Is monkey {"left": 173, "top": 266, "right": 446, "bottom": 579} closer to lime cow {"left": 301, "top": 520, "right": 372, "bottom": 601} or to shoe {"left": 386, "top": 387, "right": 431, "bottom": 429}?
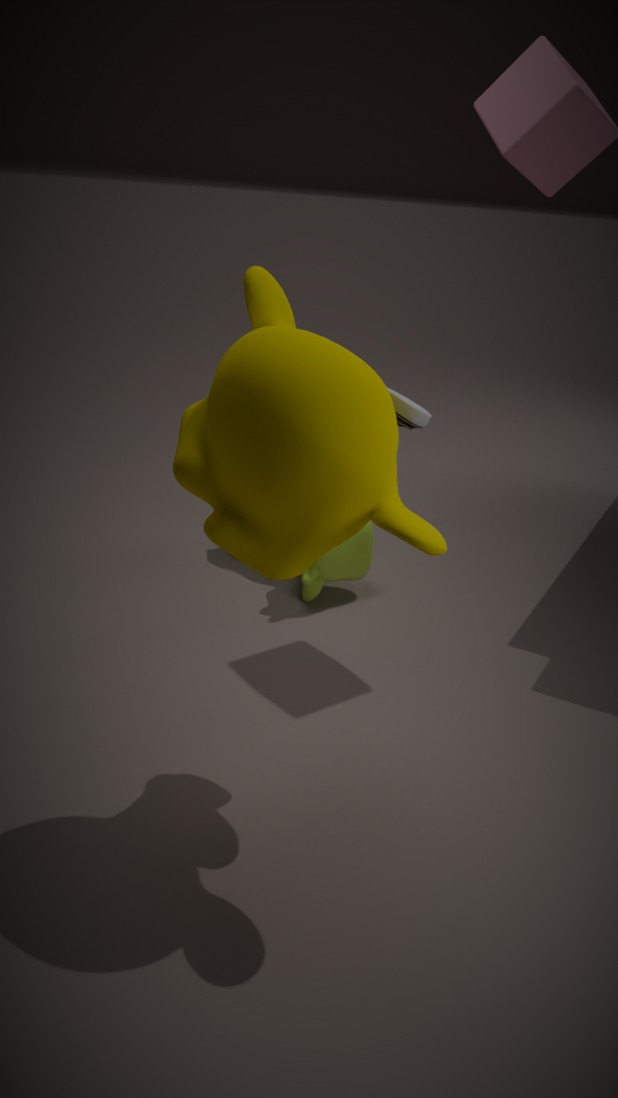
shoe {"left": 386, "top": 387, "right": 431, "bottom": 429}
